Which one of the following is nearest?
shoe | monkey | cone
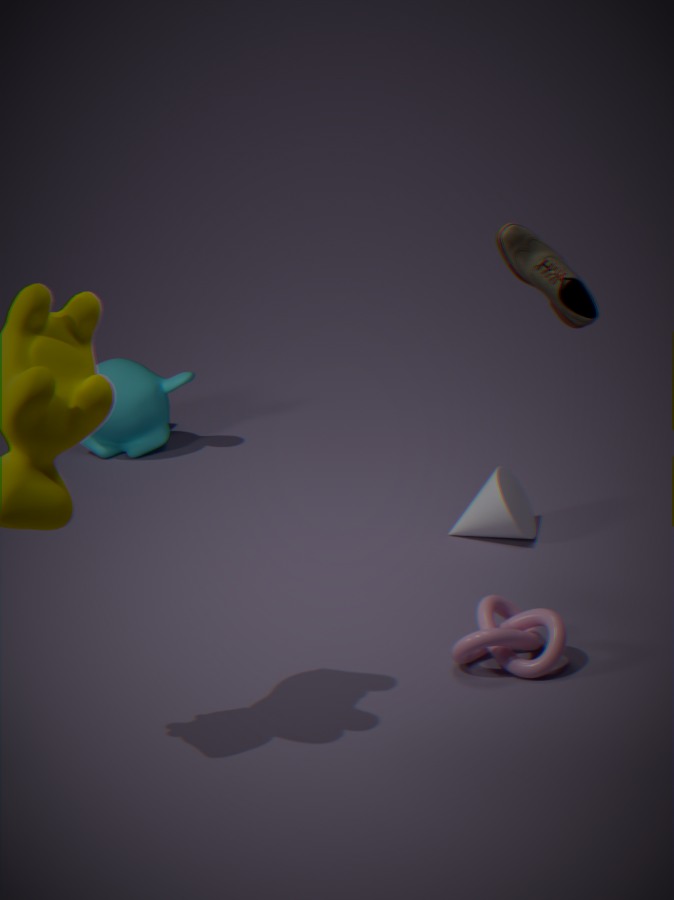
shoe
